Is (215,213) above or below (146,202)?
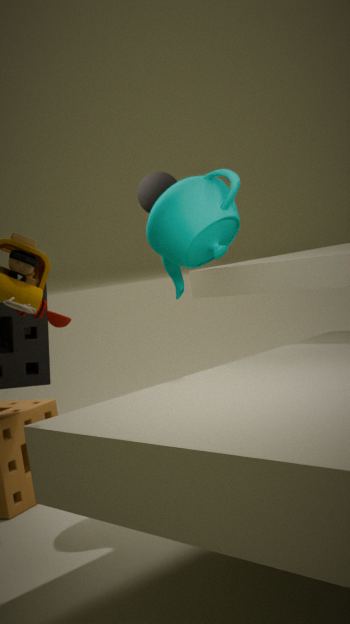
below
